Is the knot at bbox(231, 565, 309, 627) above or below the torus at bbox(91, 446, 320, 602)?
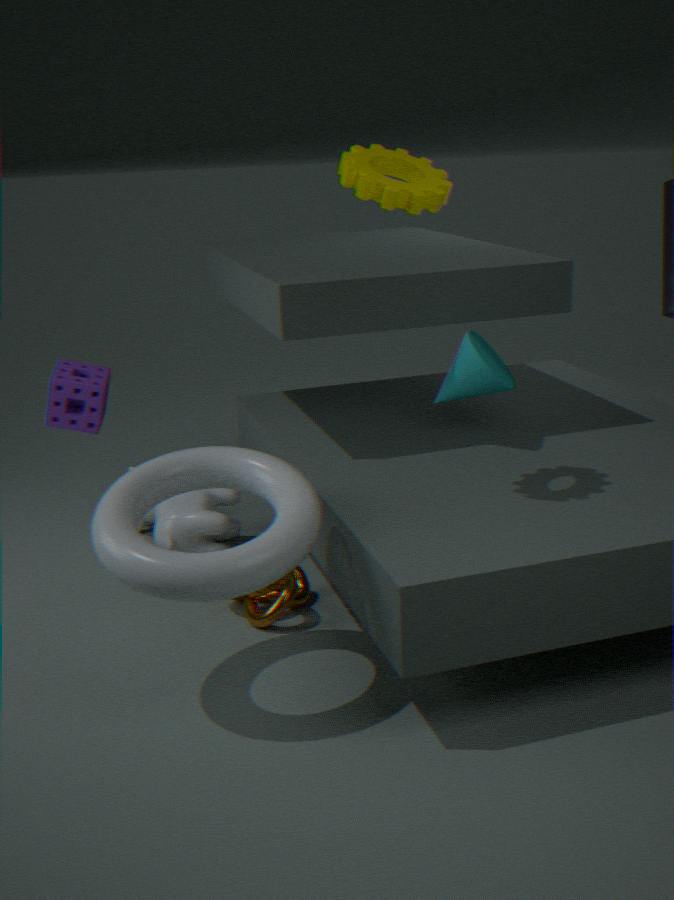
below
